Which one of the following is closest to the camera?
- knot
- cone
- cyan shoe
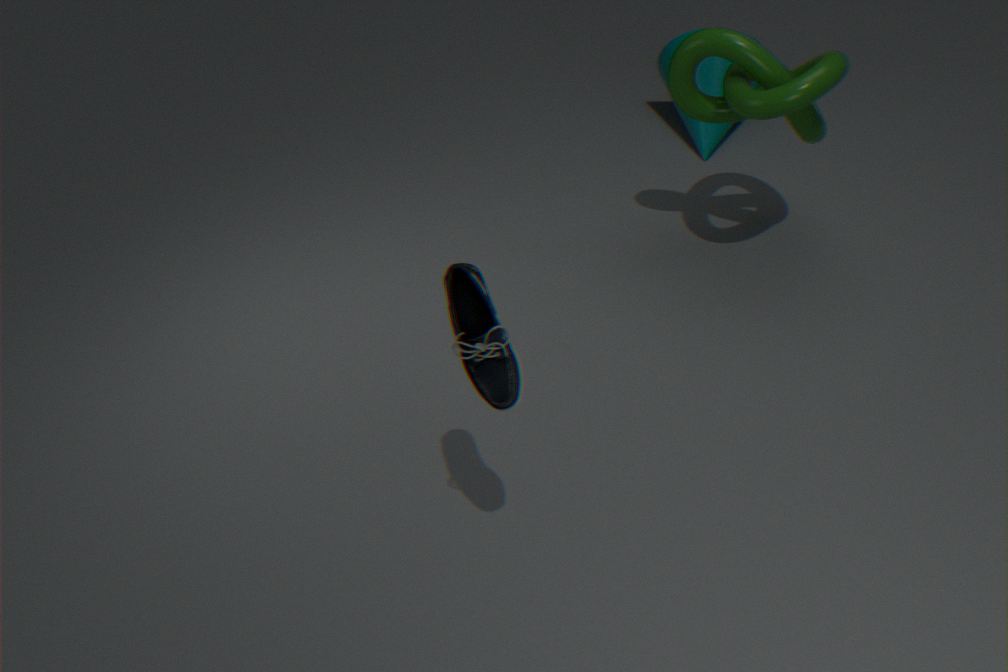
cyan shoe
